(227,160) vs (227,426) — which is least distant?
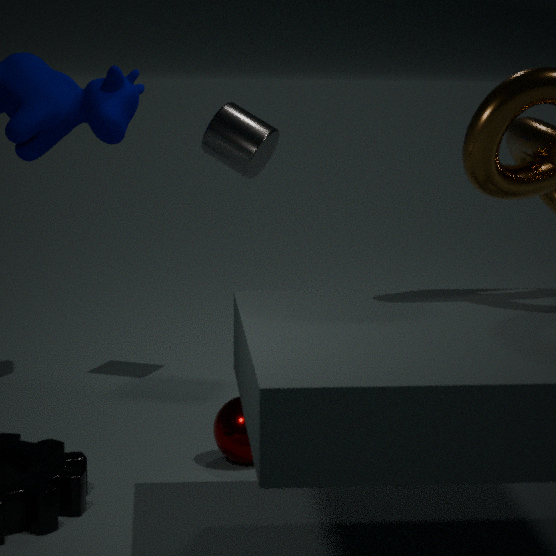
(227,426)
